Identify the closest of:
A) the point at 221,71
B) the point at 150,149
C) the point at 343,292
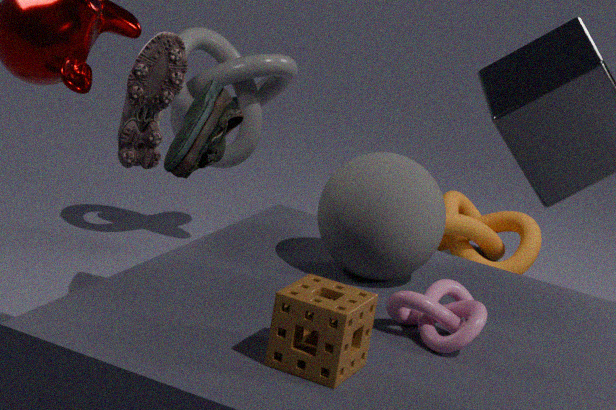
C. the point at 343,292
